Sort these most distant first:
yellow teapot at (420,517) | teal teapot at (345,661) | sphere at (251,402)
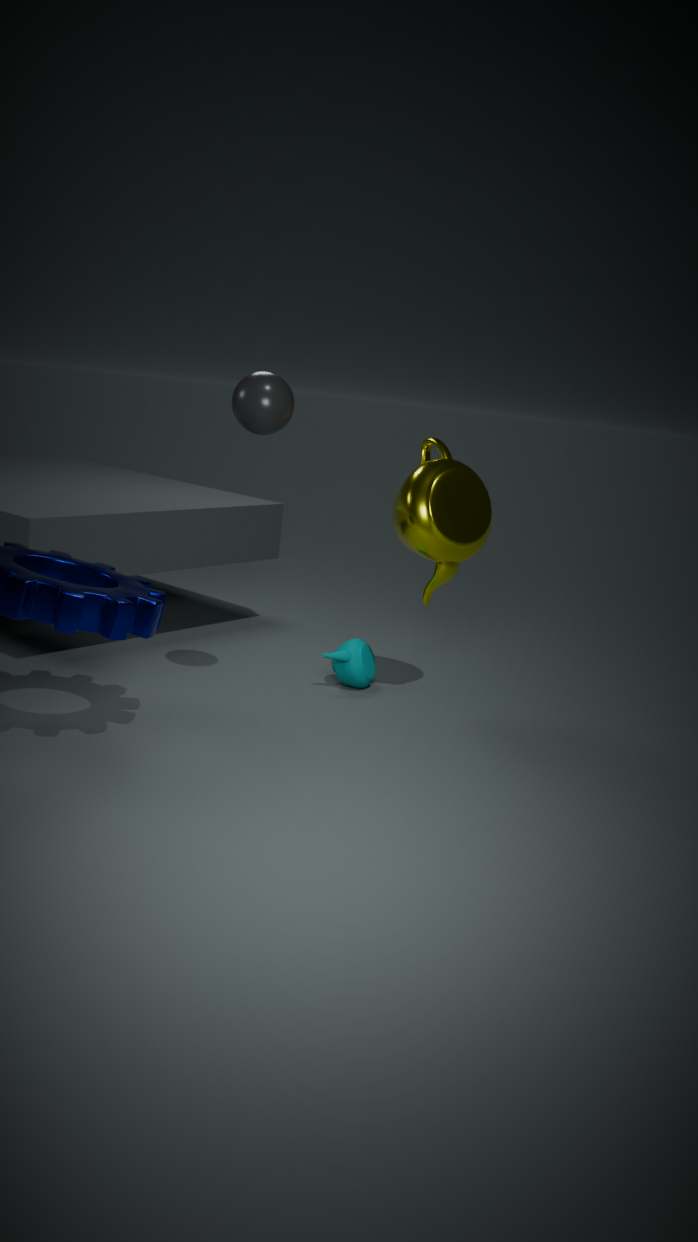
teal teapot at (345,661) < yellow teapot at (420,517) < sphere at (251,402)
